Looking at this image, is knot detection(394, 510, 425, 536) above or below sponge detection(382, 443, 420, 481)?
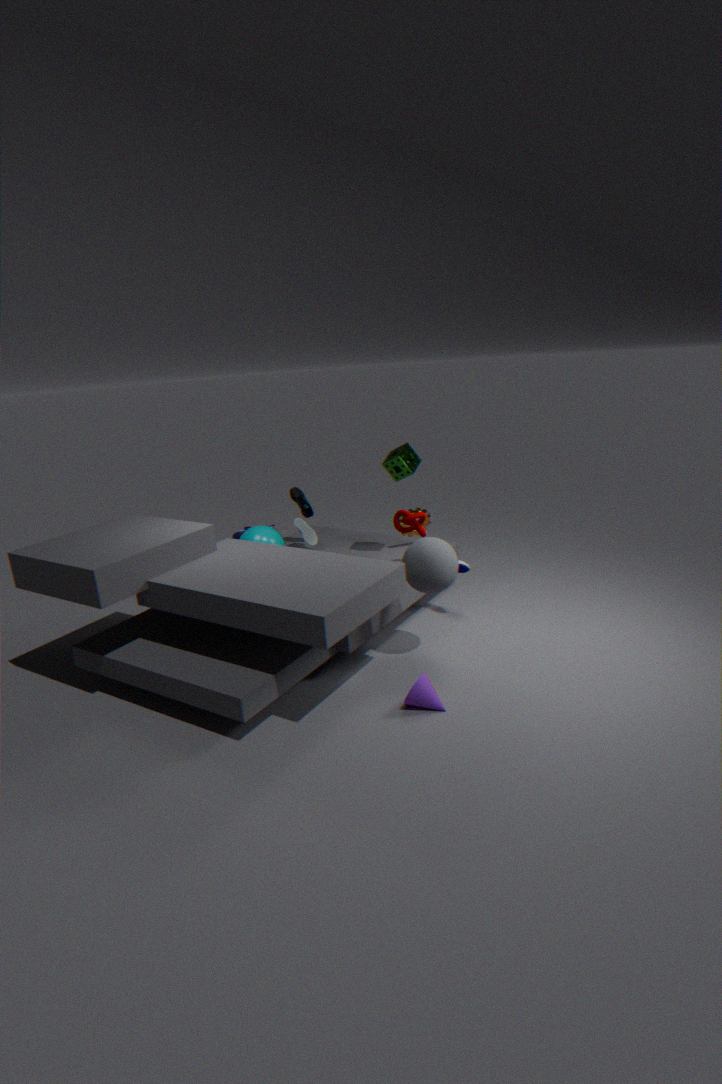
below
